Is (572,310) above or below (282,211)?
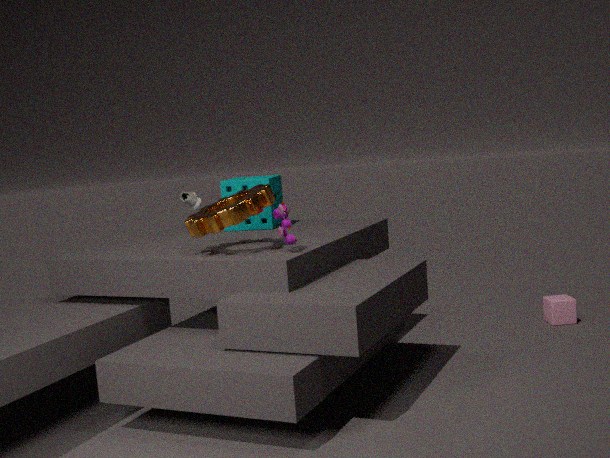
below
